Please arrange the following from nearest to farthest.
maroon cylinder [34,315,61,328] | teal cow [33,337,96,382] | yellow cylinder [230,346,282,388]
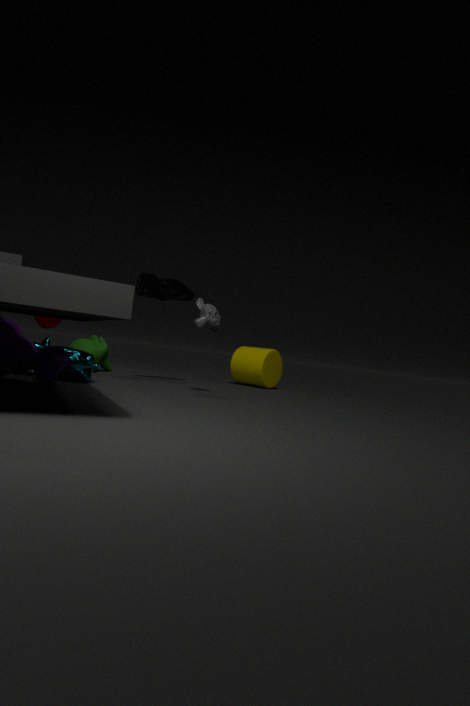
teal cow [33,337,96,382], maroon cylinder [34,315,61,328], yellow cylinder [230,346,282,388]
